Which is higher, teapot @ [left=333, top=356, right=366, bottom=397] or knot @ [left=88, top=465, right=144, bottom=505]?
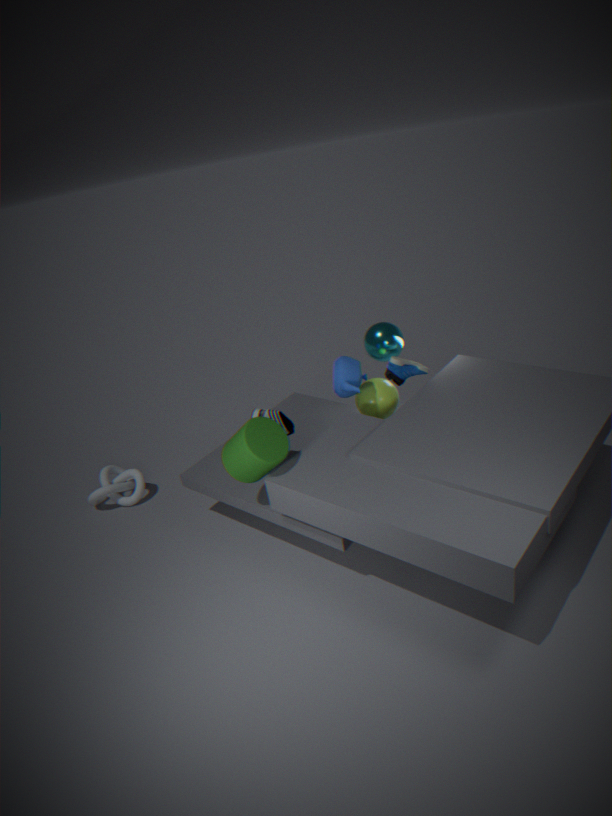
teapot @ [left=333, top=356, right=366, bottom=397]
